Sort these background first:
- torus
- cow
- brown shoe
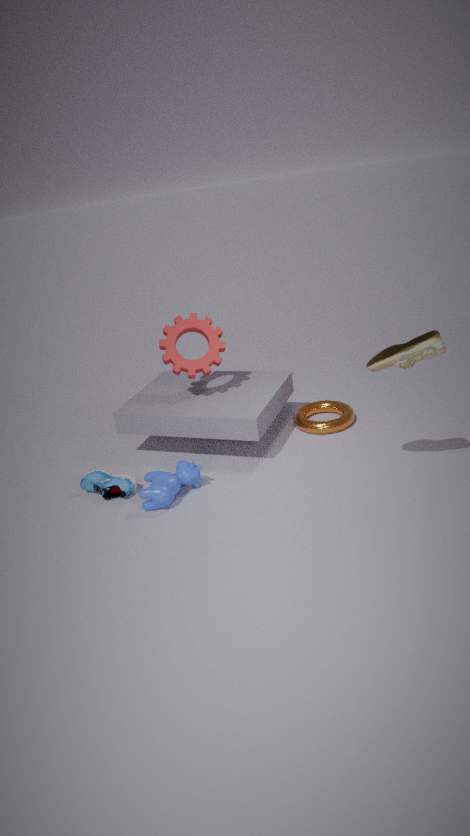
torus
cow
brown shoe
